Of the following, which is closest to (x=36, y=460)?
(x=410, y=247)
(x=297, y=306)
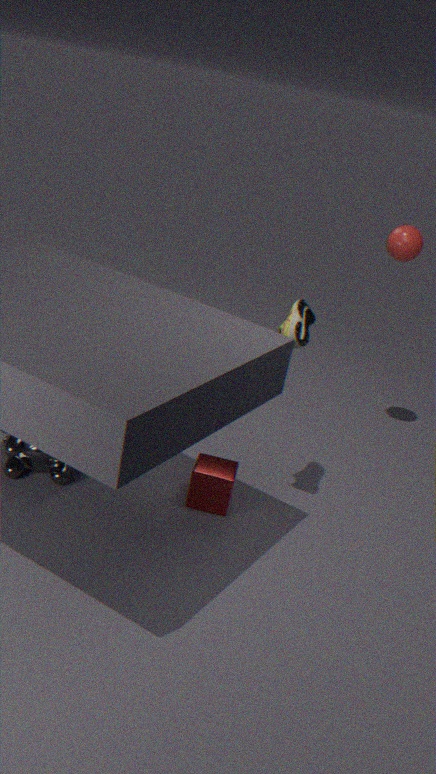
(x=297, y=306)
